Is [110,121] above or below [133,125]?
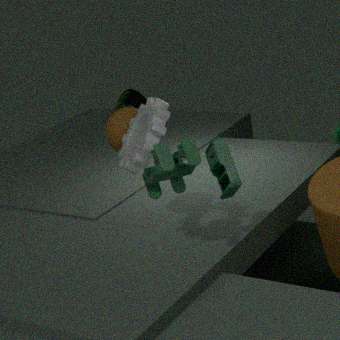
below
